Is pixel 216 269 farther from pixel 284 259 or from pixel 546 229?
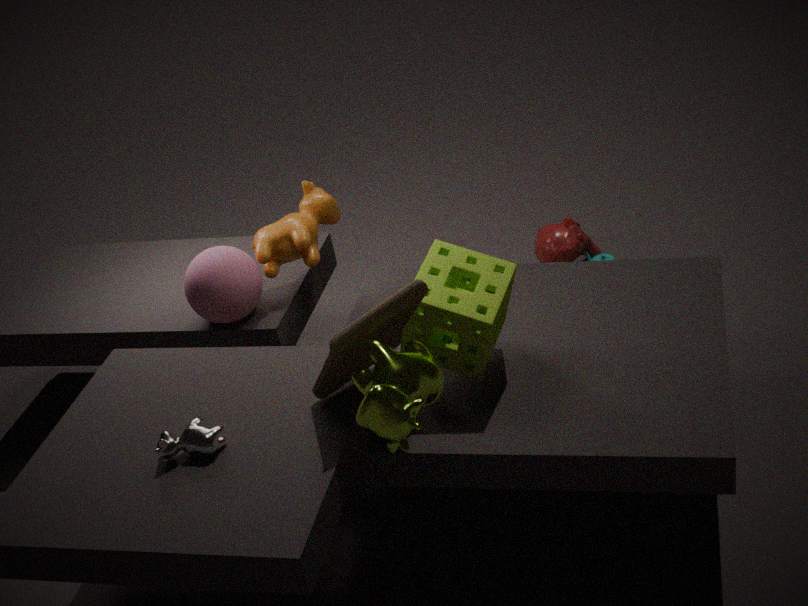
pixel 546 229
